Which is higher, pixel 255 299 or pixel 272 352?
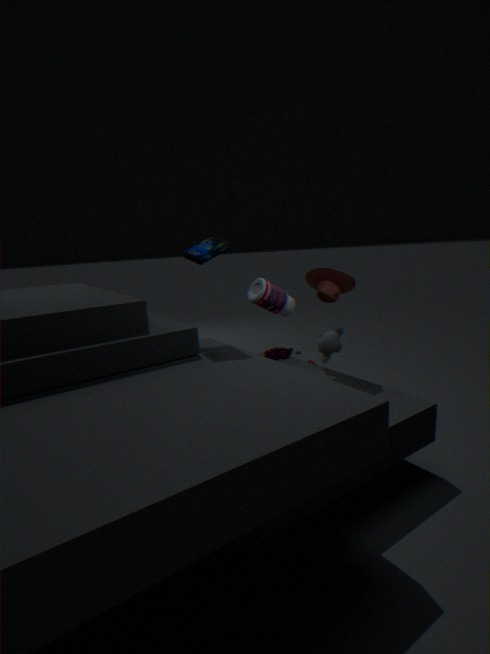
pixel 255 299
